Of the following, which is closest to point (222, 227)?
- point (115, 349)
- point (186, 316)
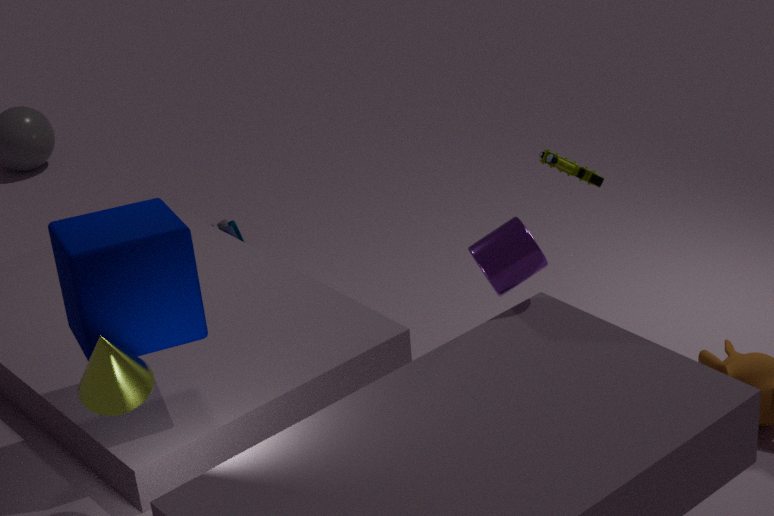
point (186, 316)
